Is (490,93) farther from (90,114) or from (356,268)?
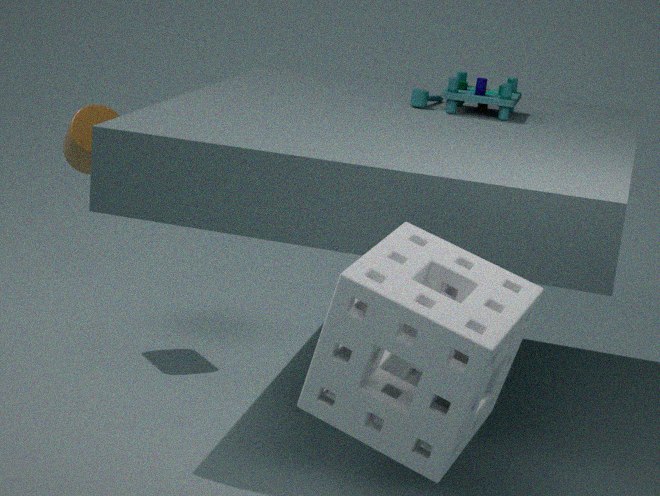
(356,268)
